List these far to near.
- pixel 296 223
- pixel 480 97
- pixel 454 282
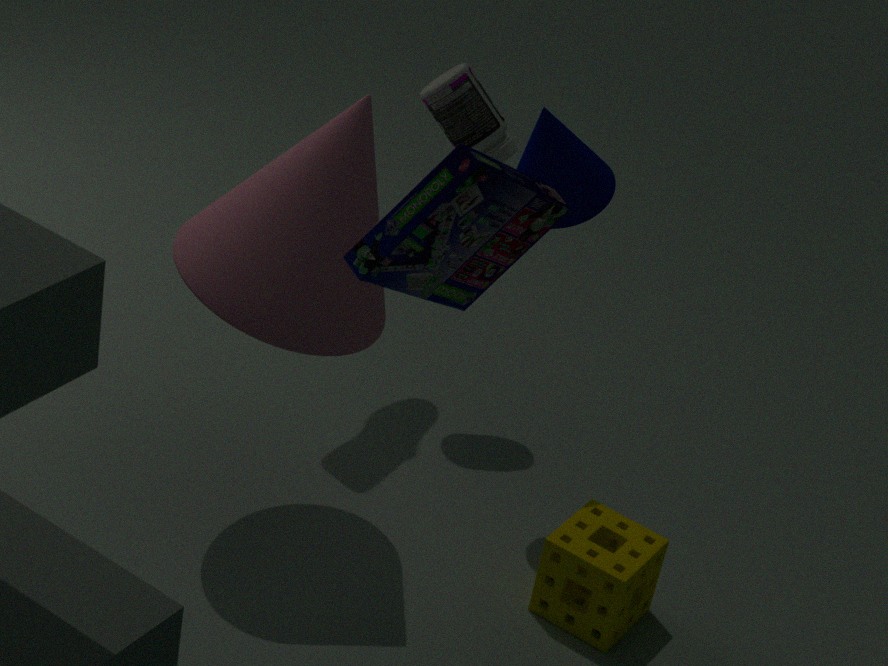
1. pixel 480 97
2. pixel 296 223
3. pixel 454 282
